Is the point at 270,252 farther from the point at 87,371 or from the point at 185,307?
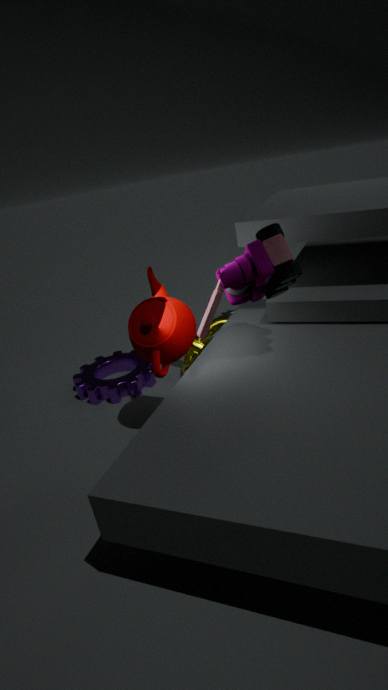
the point at 87,371
